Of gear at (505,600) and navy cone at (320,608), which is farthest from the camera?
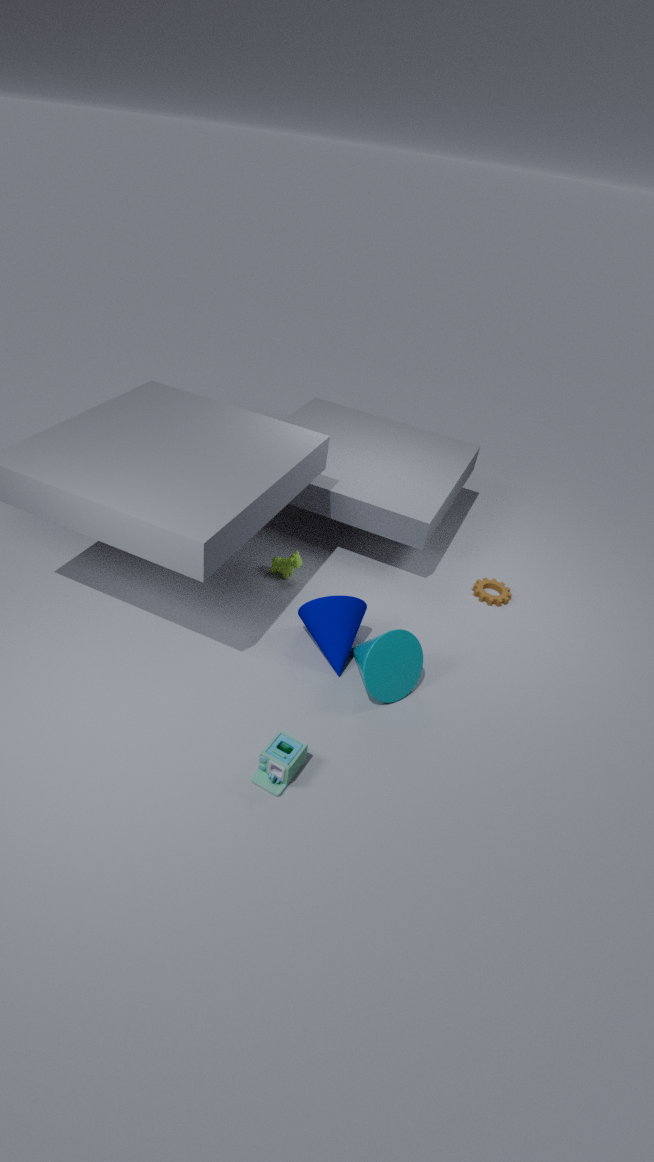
gear at (505,600)
